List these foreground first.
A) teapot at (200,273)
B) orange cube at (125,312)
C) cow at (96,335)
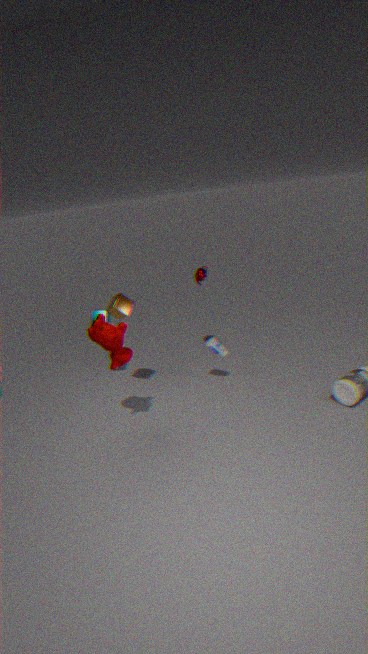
cow at (96,335) → orange cube at (125,312) → teapot at (200,273)
